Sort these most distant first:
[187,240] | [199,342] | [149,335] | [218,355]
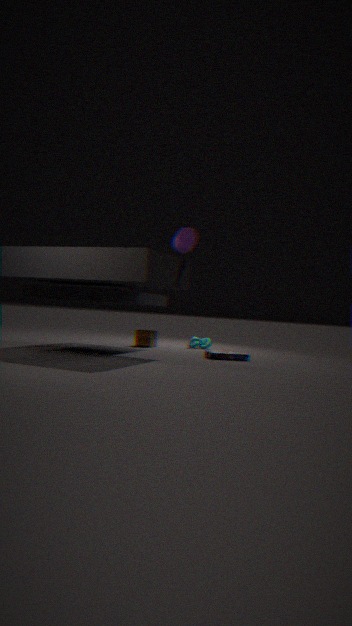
1. [199,342]
2. [149,335]
3. [218,355]
4. [187,240]
